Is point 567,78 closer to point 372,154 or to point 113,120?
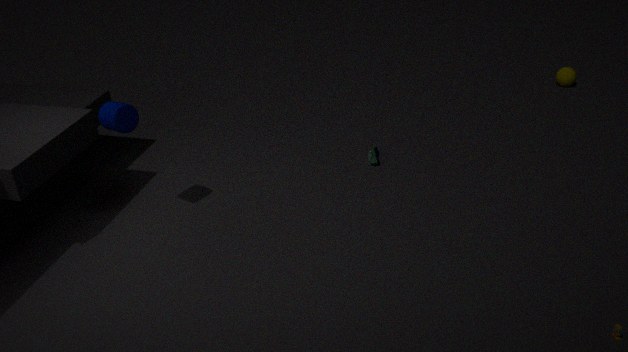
point 372,154
